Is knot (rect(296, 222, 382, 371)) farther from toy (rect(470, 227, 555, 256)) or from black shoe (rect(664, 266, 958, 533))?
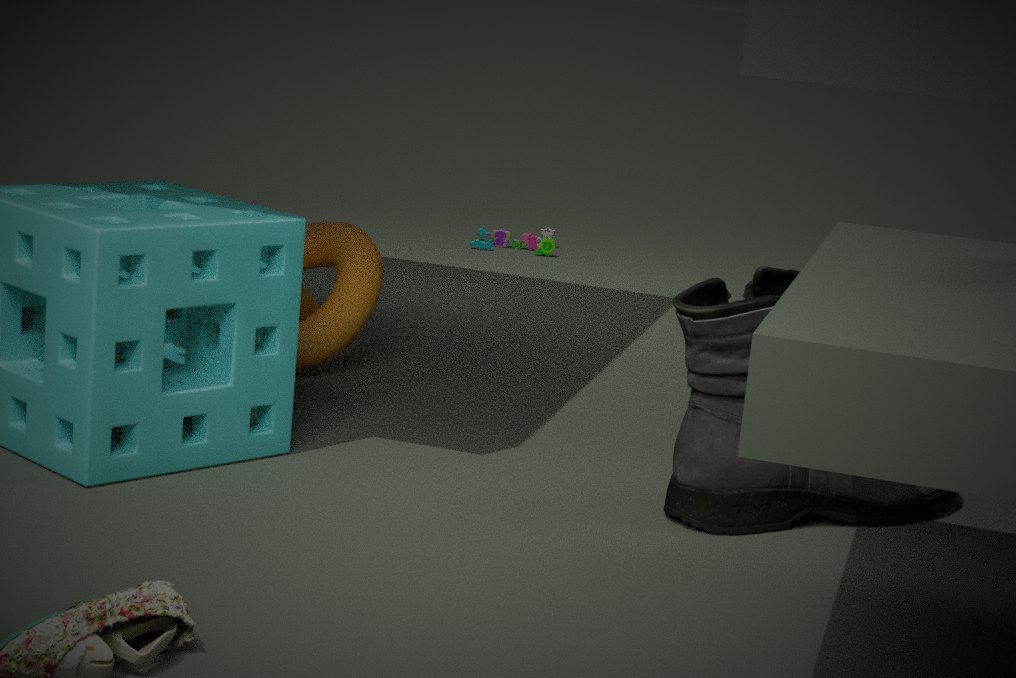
toy (rect(470, 227, 555, 256))
